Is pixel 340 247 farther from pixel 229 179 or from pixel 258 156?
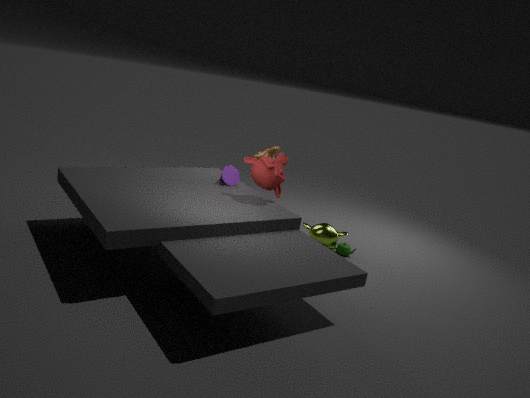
pixel 229 179
